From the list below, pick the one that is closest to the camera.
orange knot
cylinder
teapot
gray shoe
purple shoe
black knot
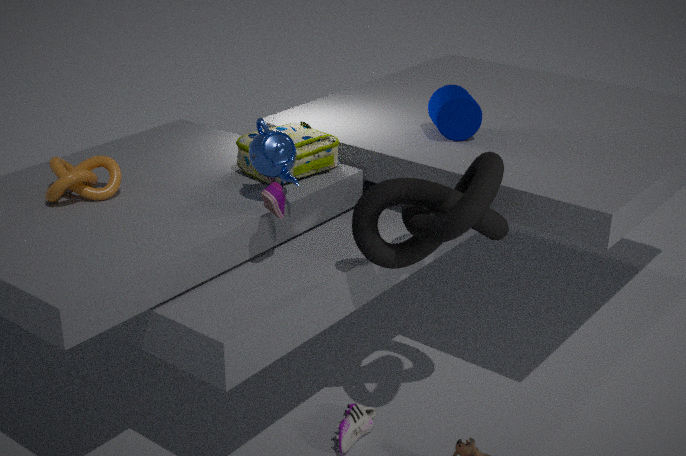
black knot
